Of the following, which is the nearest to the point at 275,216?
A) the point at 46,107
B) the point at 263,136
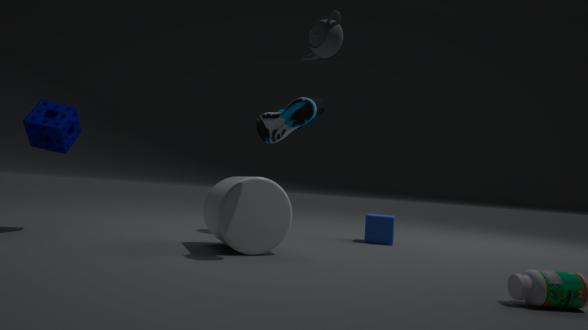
the point at 263,136
